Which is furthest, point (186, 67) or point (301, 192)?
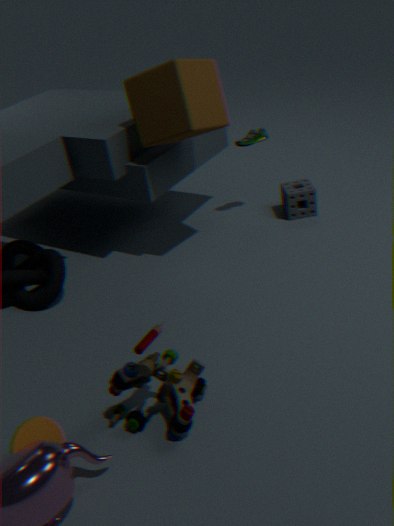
point (301, 192)
